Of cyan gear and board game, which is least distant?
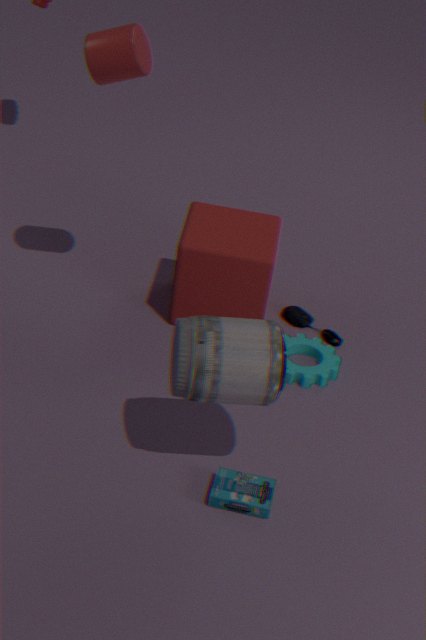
board game
